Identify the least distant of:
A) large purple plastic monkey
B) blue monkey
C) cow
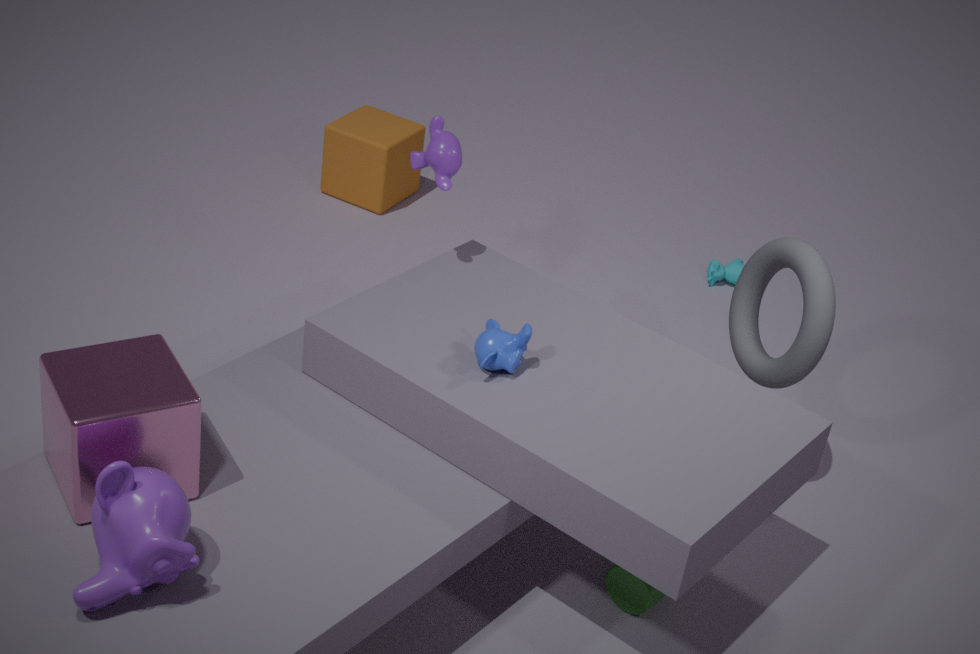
large purple plastic monkey
